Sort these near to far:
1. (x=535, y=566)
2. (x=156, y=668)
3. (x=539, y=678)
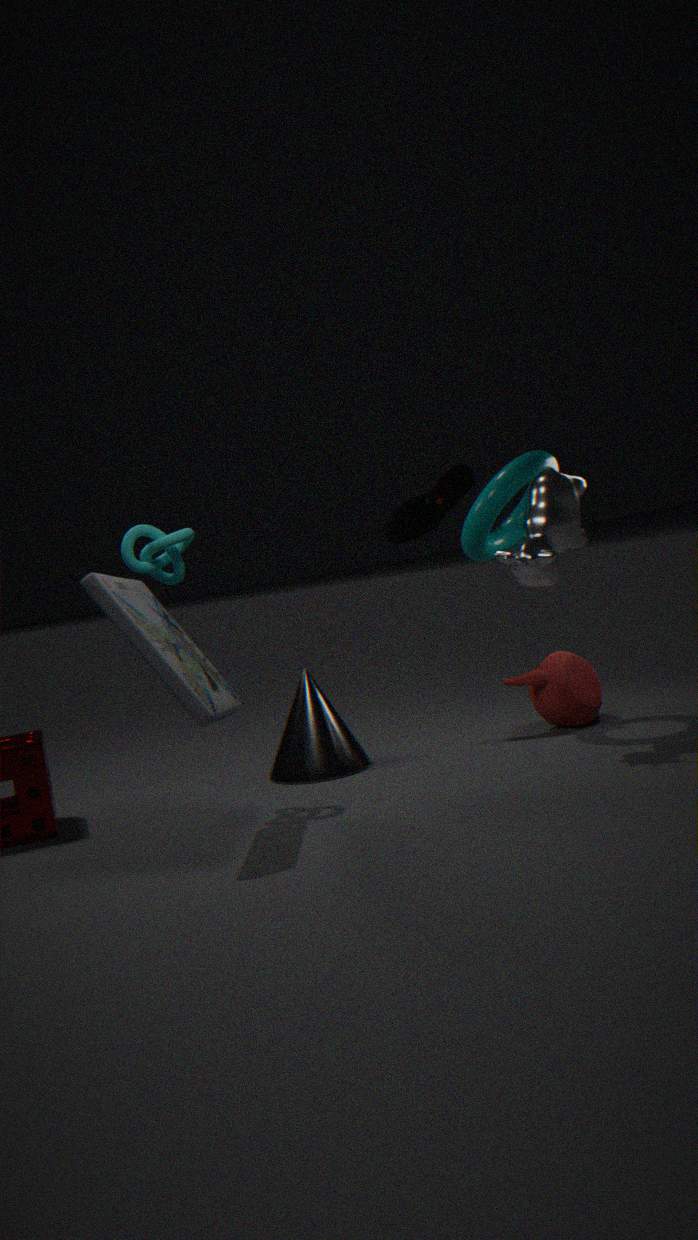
1. (x=156, y=668)
2. (x=535, y=566)
3. (x=539, y=678)
